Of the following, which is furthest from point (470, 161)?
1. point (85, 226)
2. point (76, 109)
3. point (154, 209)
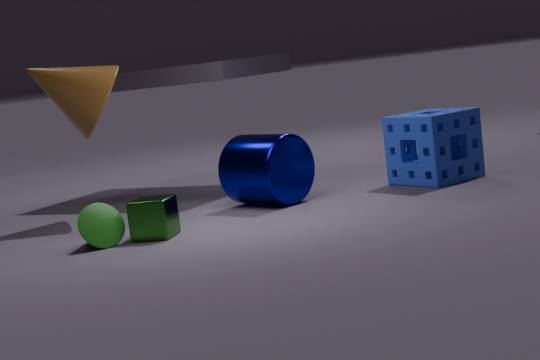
point (76, 109)
